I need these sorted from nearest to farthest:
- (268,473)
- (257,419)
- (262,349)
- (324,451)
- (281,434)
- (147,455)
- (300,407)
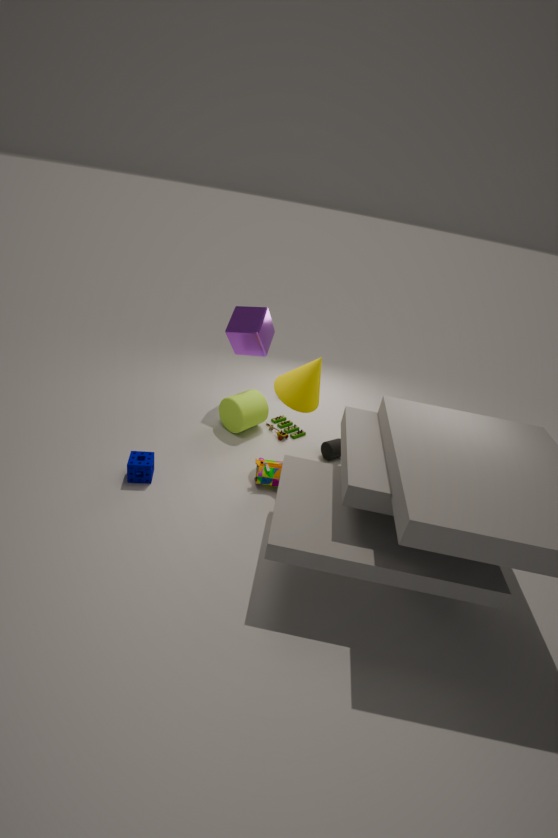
1. (147,455)
2. (268,473)
3. (300,407)
4. (324,451)
5. (257,419)
6. (281,434)
7. (262,349)
